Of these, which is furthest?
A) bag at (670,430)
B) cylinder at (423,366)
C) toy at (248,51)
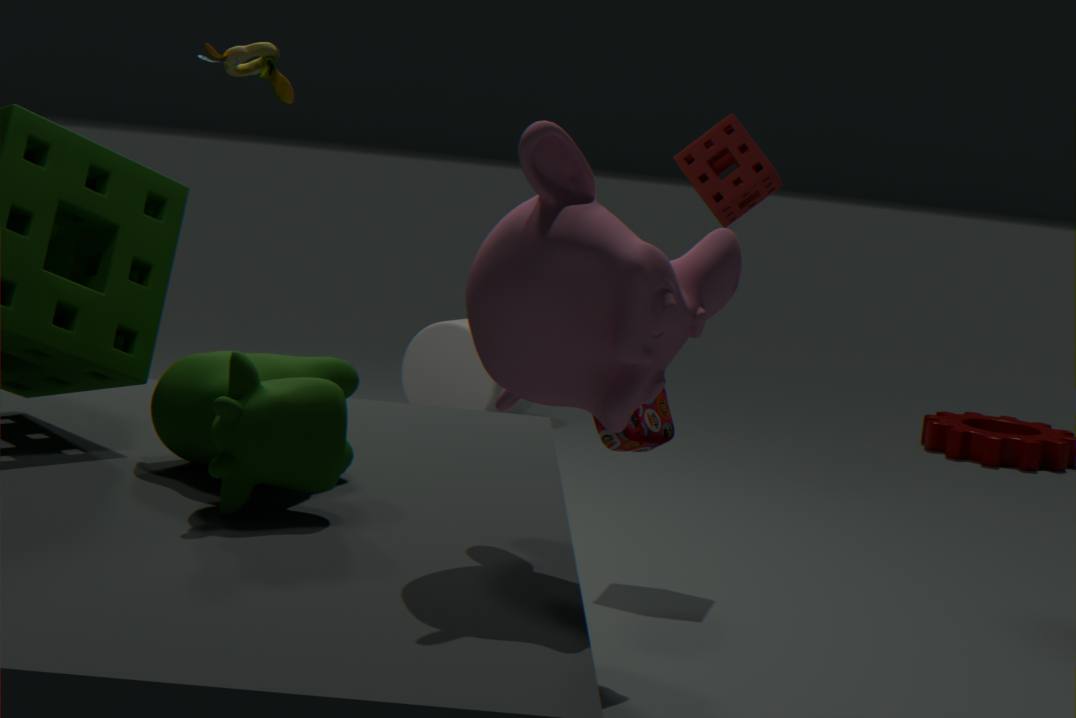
cylinder at (423,366)
